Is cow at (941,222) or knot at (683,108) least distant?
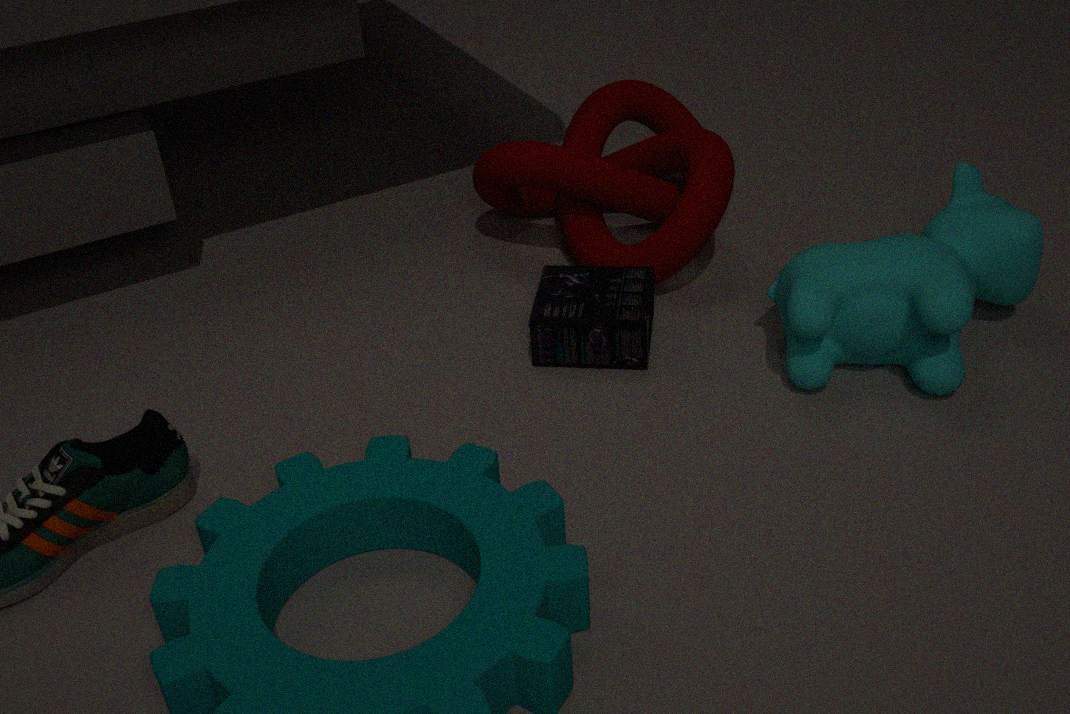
cow at (941,222)
